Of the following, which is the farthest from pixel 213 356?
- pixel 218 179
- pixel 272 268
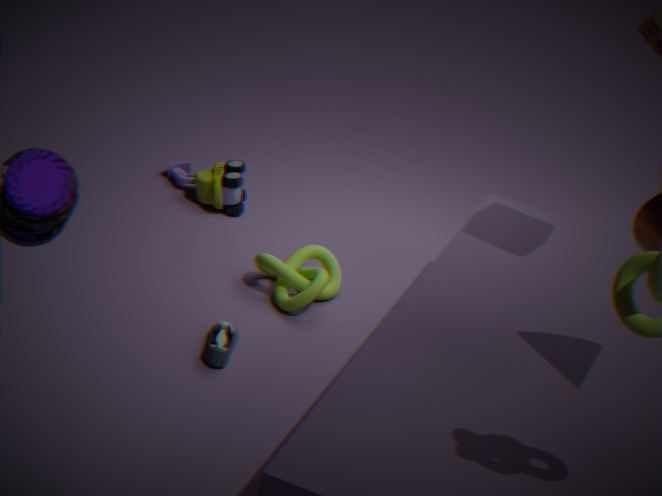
pixel 218 179
